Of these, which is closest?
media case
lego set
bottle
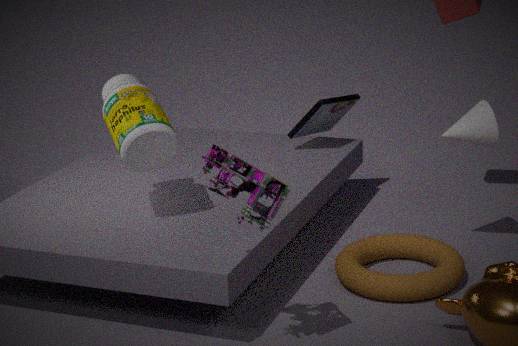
lego set
